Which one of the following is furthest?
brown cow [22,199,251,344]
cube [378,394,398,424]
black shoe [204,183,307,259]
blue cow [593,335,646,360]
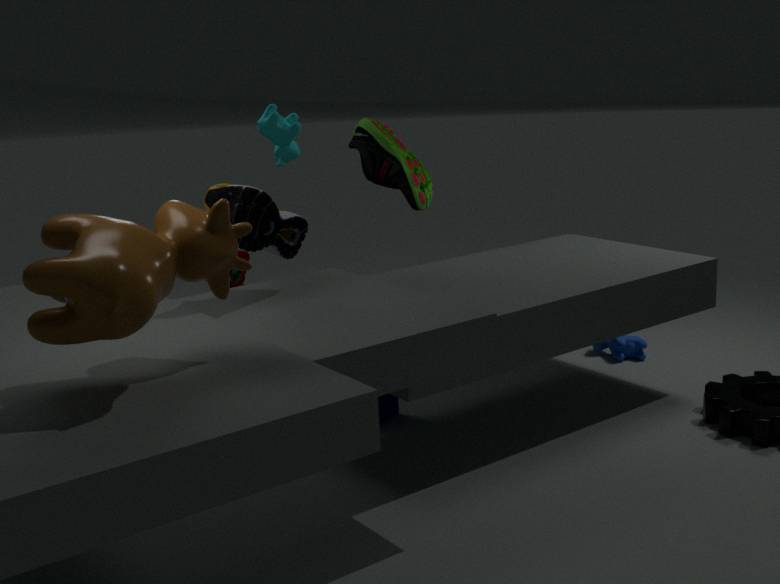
blue cow [593,335,646,360]
